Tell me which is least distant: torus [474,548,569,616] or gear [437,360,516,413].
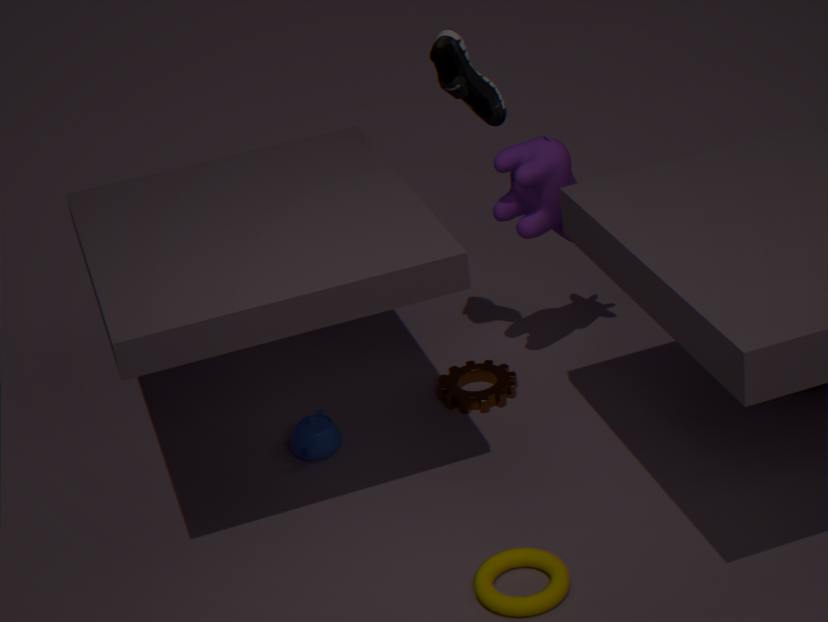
torus [474,548,569,616]
